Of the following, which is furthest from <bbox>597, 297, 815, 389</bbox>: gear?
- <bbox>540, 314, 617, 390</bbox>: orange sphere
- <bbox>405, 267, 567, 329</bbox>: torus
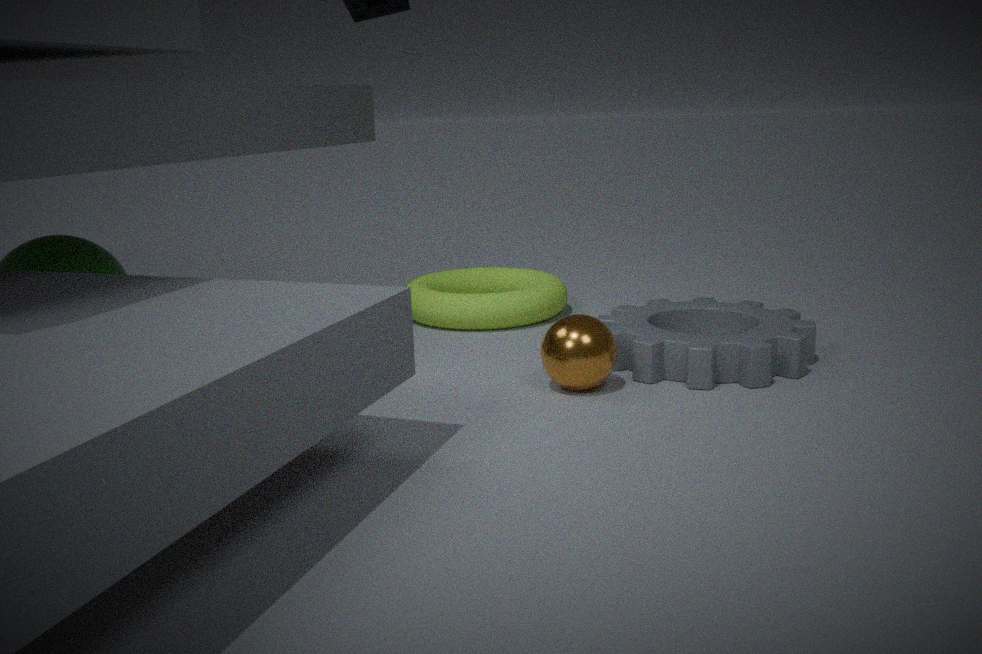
<bbox>405, 267, 567, 329</bbox>: torus
